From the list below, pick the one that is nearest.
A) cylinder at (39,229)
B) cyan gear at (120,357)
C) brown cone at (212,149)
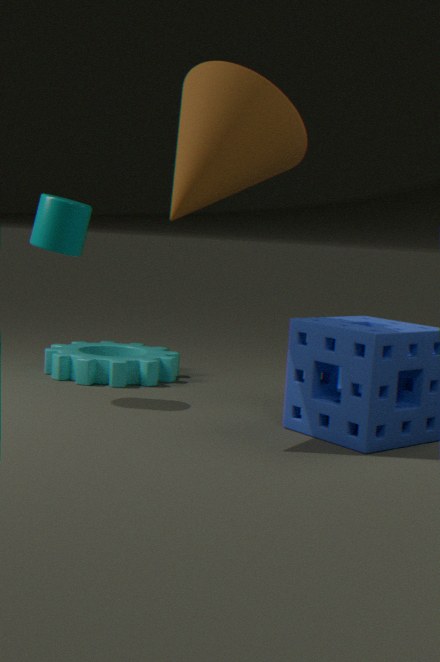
brown cone at (212,149)
